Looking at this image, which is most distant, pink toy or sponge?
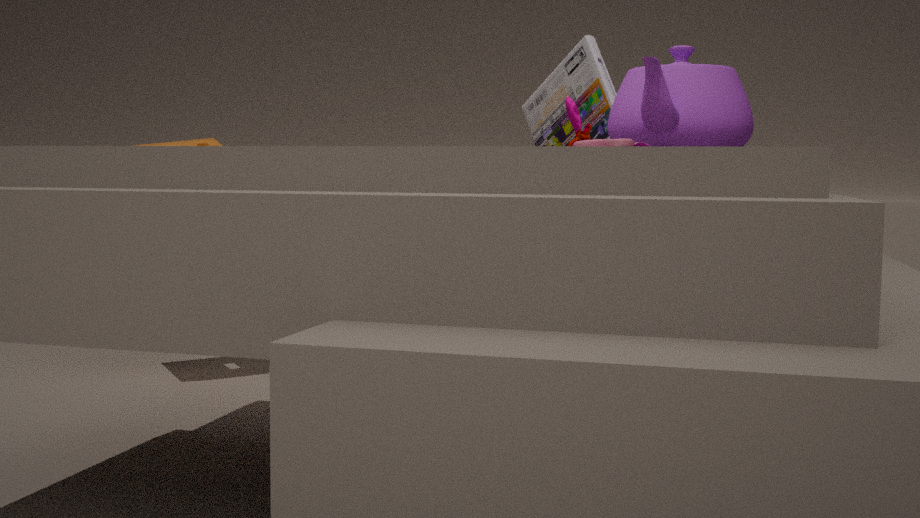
sponge
